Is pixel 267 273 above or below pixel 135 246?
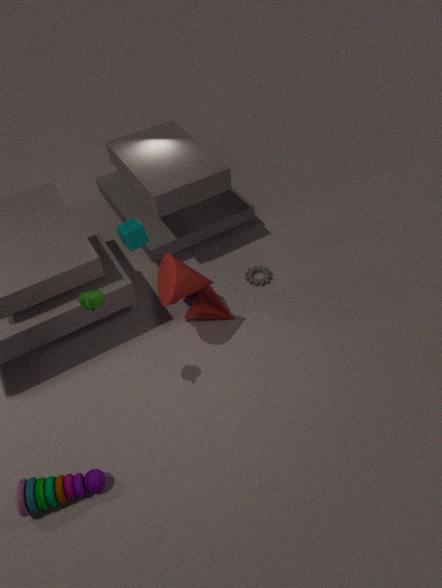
below
